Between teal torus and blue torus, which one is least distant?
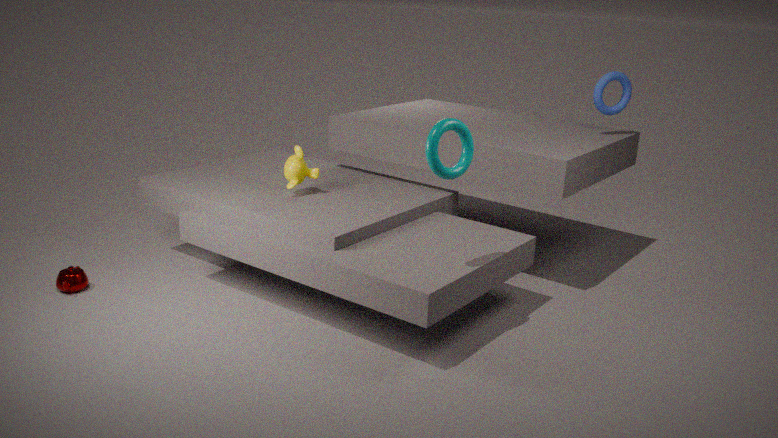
teal torus
